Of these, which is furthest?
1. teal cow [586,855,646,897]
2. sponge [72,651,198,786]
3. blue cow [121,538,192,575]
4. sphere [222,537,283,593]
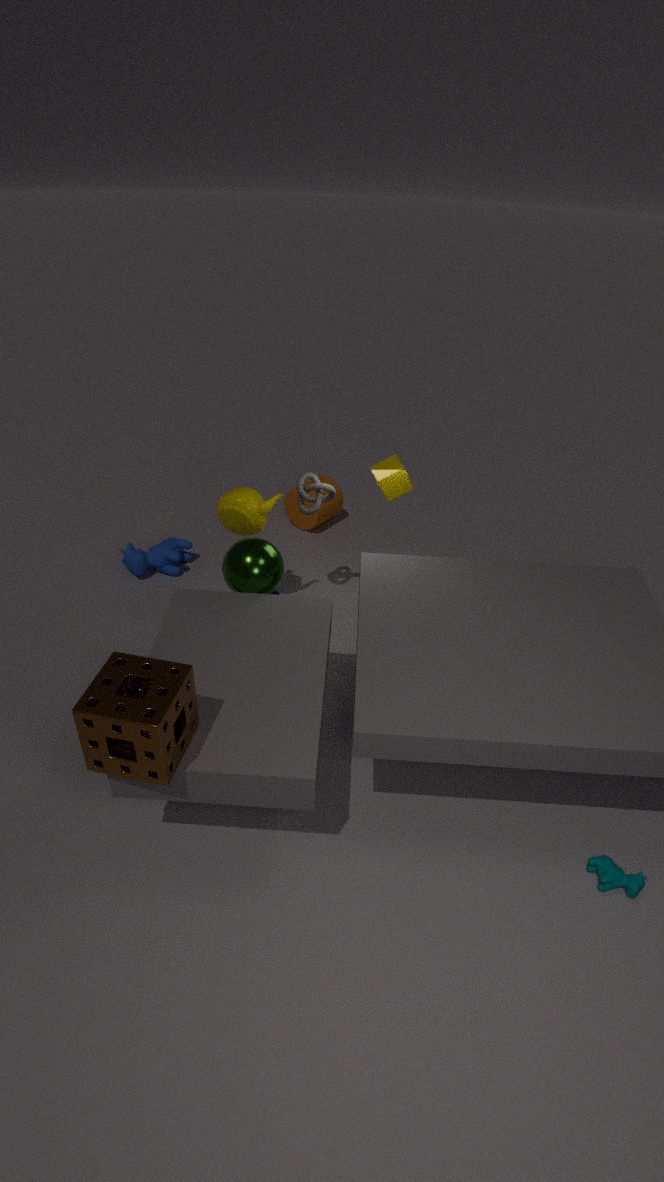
blue cow [121,538,192,575]
